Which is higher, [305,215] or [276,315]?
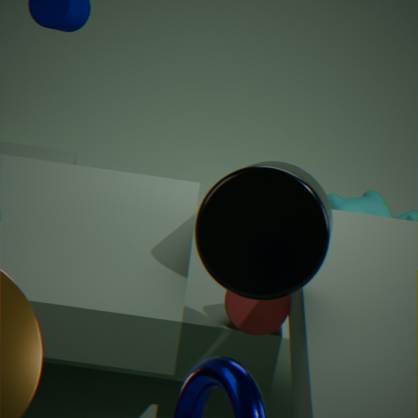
[305,215]
